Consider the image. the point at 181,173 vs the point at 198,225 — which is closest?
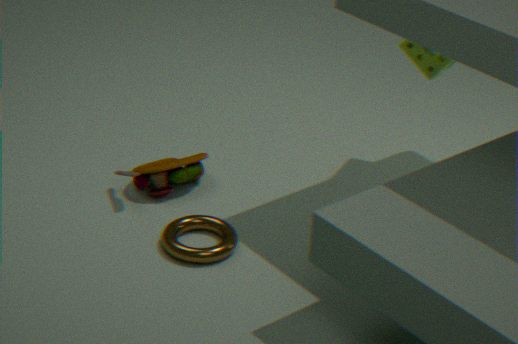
the point at 198,225
